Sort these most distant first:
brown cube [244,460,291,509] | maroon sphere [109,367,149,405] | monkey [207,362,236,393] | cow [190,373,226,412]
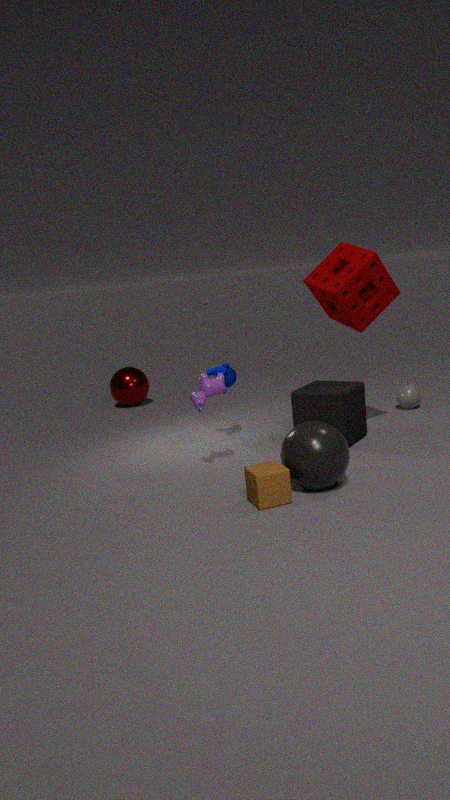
maroon sphere [109,367,149,405]
monkey [207,362,236,393]
cow [190,373,226,412]
brown cube [244,460,291,509]
